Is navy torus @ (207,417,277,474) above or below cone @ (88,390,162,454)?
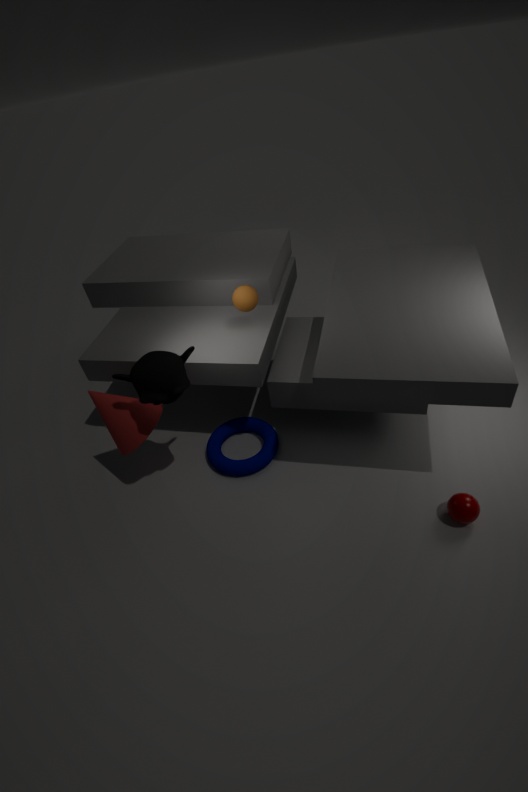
below
